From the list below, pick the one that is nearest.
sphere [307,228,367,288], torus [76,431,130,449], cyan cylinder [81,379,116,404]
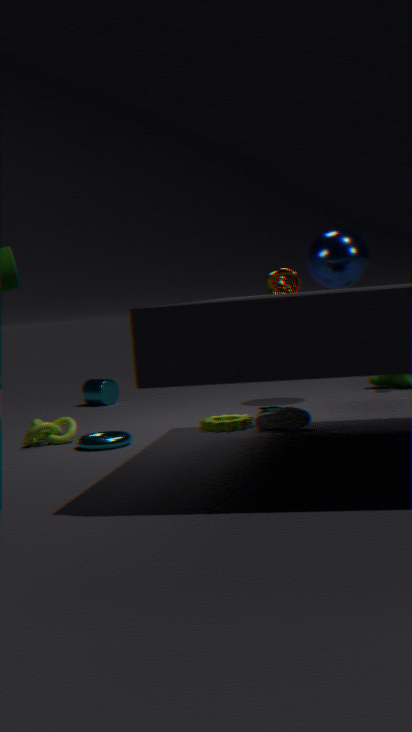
torus [76,431,130,449]
